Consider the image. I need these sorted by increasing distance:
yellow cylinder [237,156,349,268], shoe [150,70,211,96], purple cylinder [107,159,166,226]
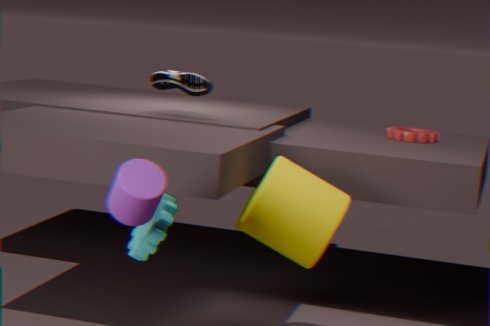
purple cylinder [107,159,166,226] → yellow cylinder [237,156,349,268] → shoe [150,70,211,96]
